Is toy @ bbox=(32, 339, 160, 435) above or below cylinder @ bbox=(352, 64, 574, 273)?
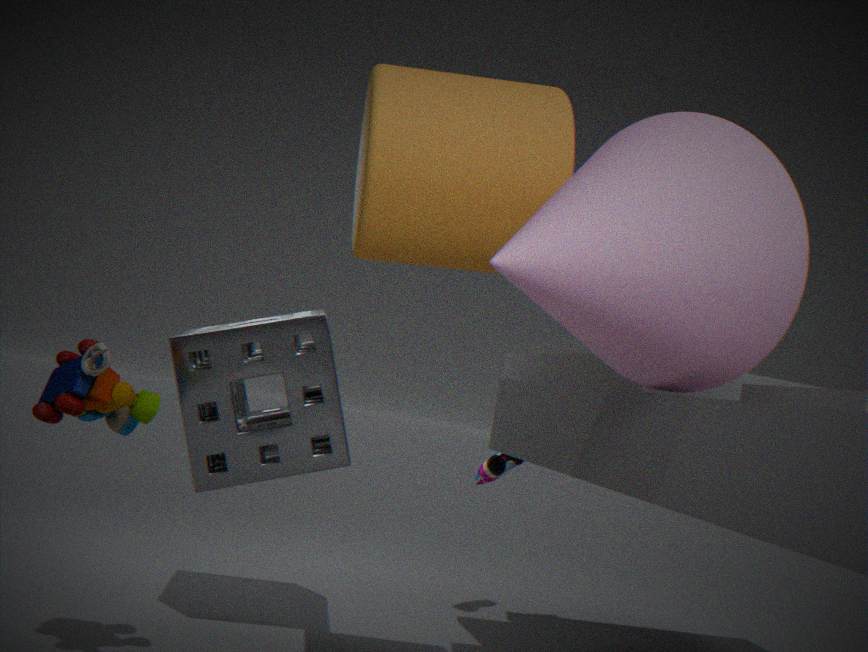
below
